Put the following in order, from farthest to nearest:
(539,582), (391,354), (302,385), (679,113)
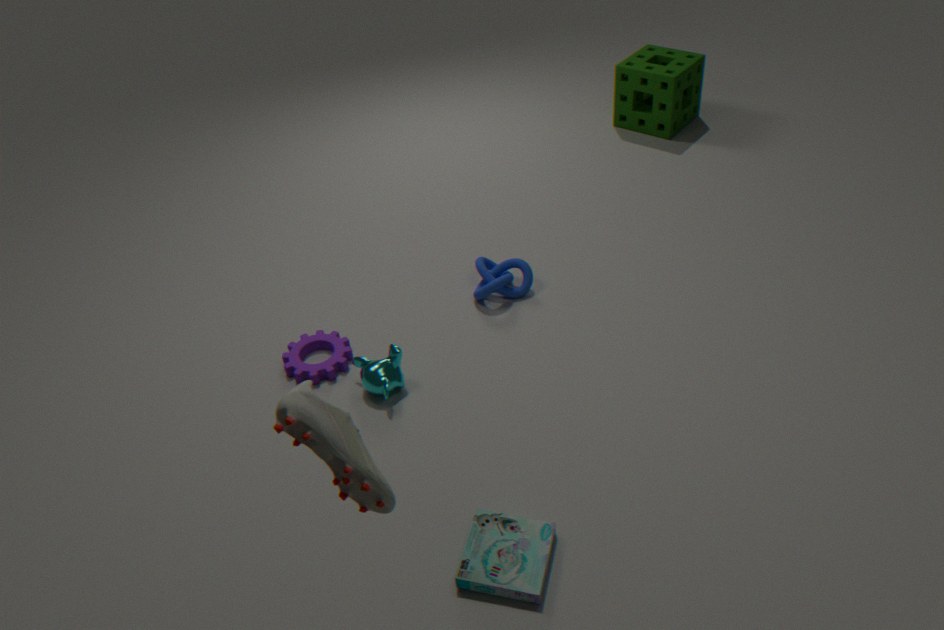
(679,113), (391,354), (539,582), (302,385)
